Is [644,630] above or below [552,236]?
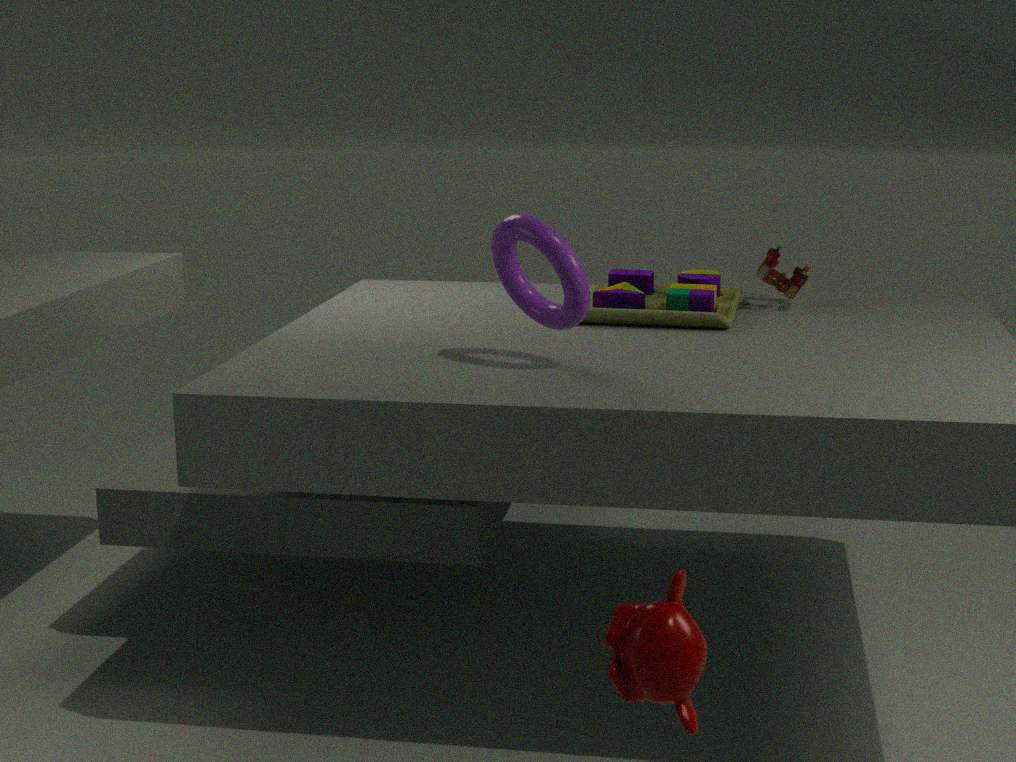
below
